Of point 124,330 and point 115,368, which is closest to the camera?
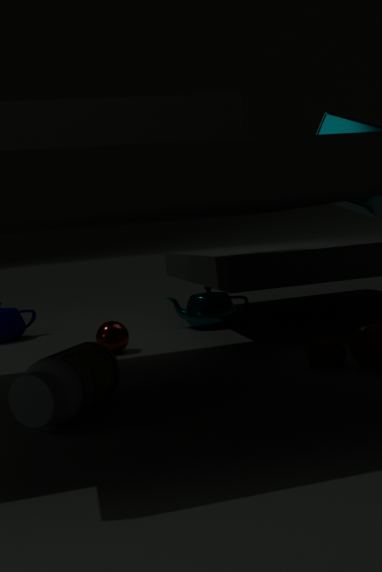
point 115,368
